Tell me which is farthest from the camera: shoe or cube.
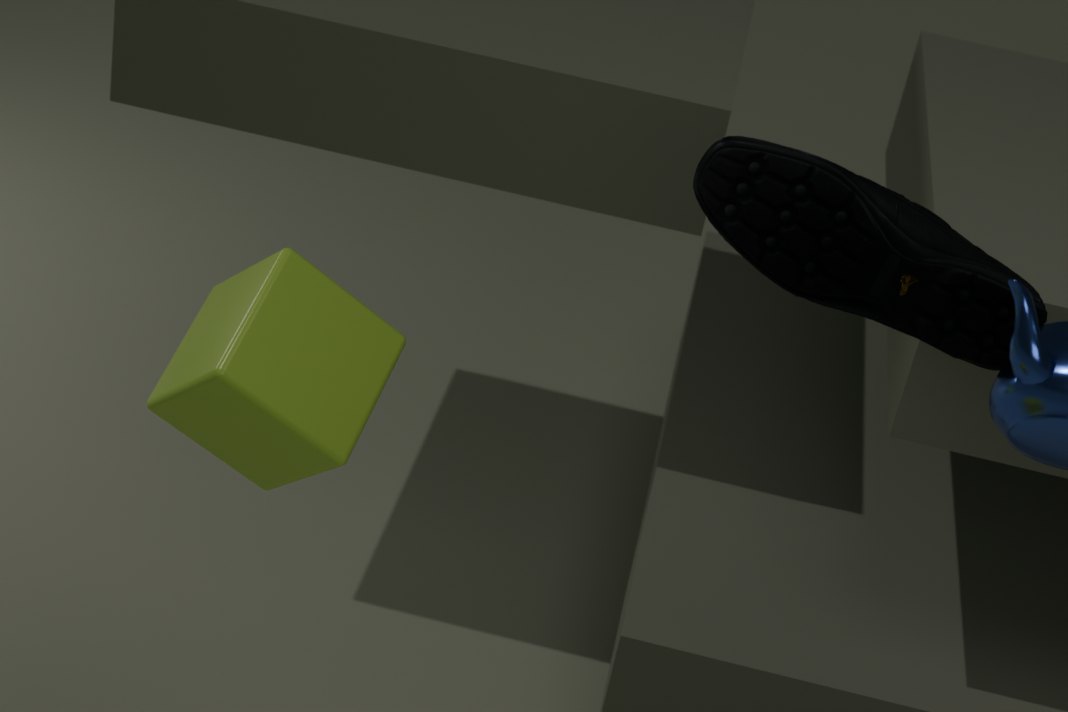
cube
